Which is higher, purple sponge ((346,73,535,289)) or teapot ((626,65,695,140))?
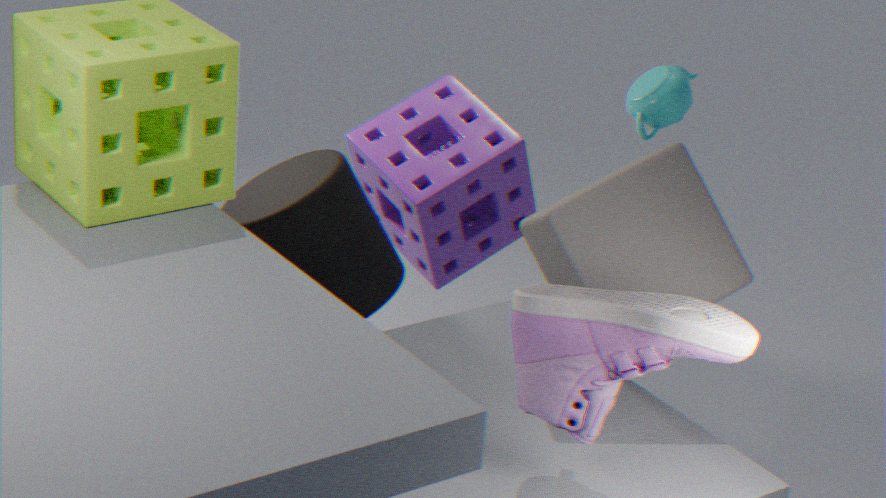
teapot ((626,65,695,140))
